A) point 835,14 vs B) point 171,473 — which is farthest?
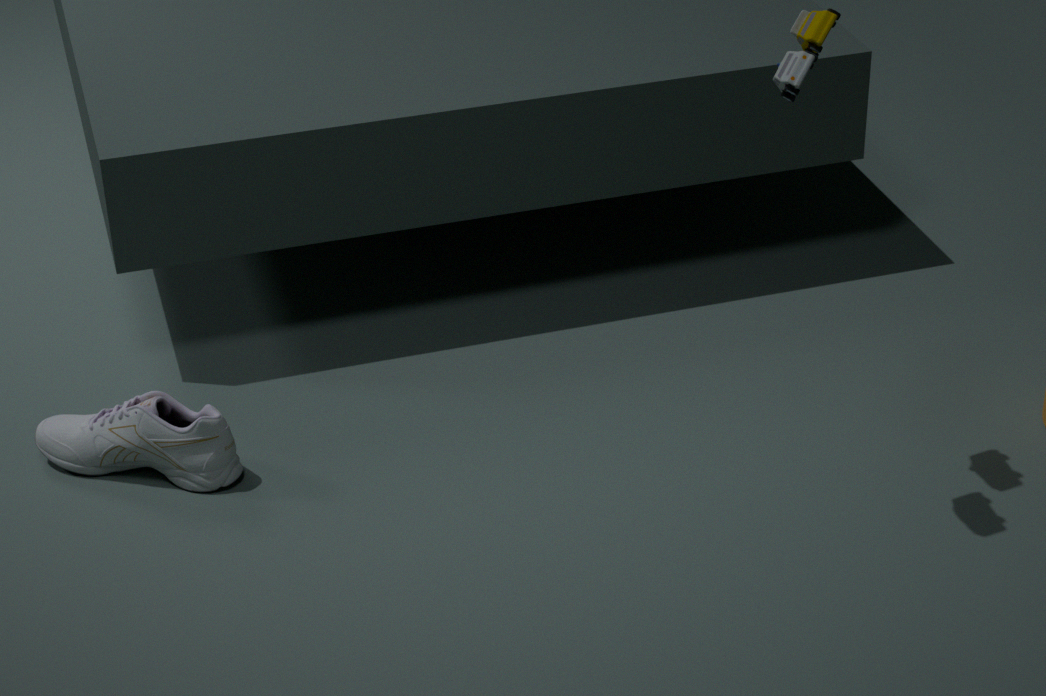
B. point 171,473
